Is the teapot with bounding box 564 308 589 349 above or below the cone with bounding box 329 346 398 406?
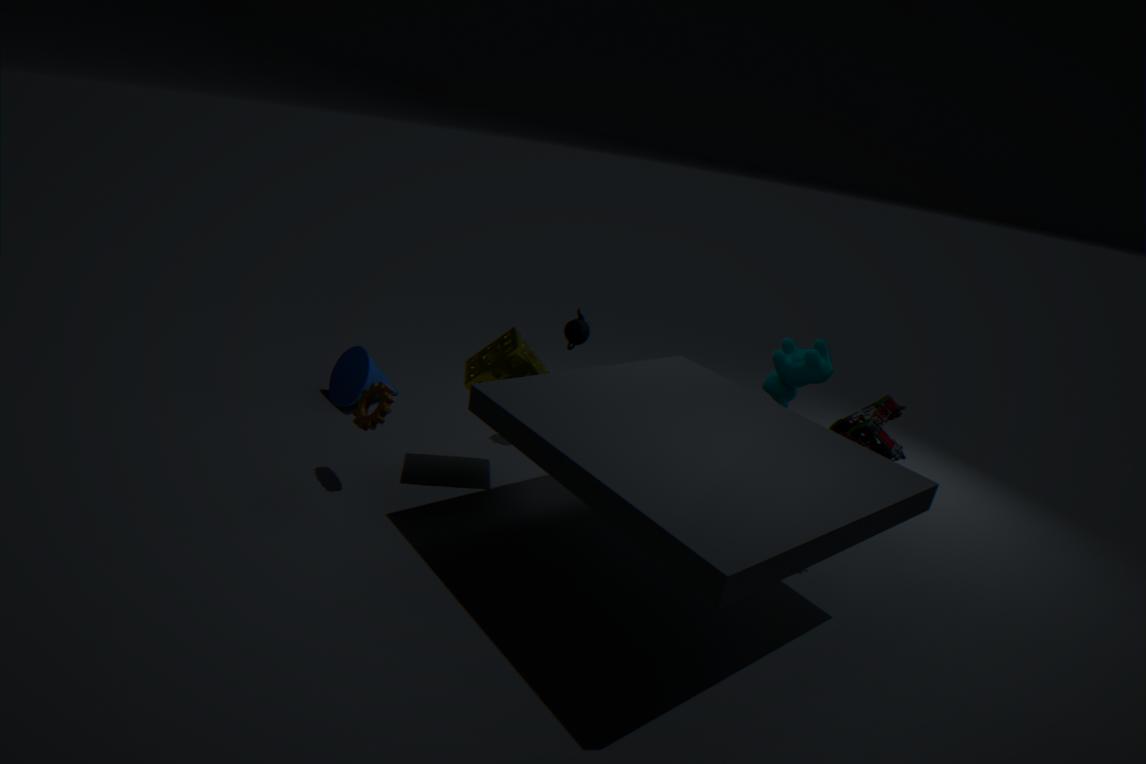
above
